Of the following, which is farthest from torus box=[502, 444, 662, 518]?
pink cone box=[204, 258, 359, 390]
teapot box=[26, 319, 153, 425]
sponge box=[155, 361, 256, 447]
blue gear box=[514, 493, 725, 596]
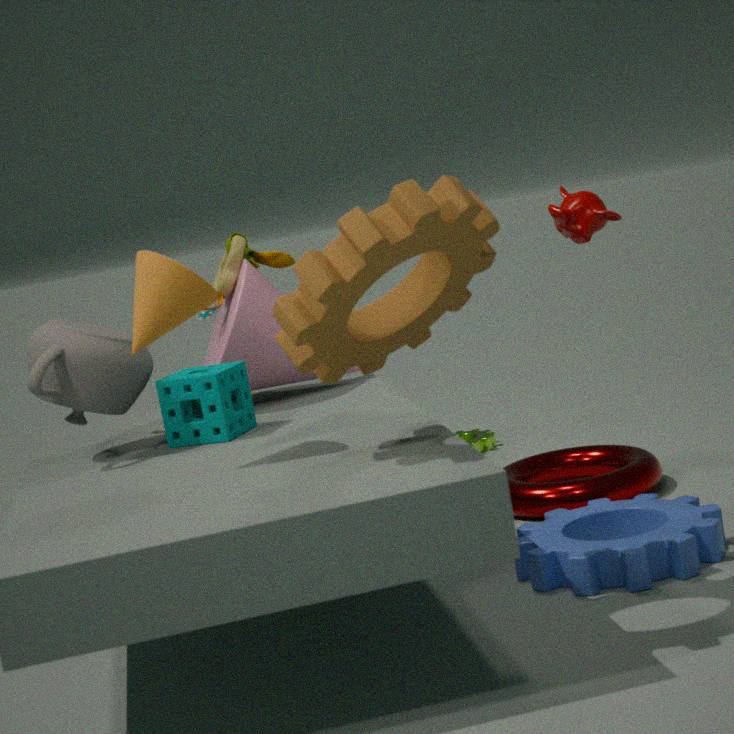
teapot box=[26, 319, 153, 425]
